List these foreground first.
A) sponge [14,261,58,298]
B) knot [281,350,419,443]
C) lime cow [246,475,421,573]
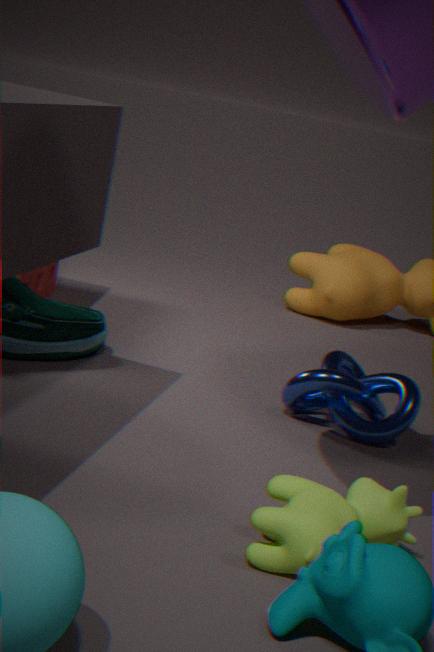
lime cow [246,475,421,573] → knot [281,350,419,443] → sponge [14,261,58,298]
